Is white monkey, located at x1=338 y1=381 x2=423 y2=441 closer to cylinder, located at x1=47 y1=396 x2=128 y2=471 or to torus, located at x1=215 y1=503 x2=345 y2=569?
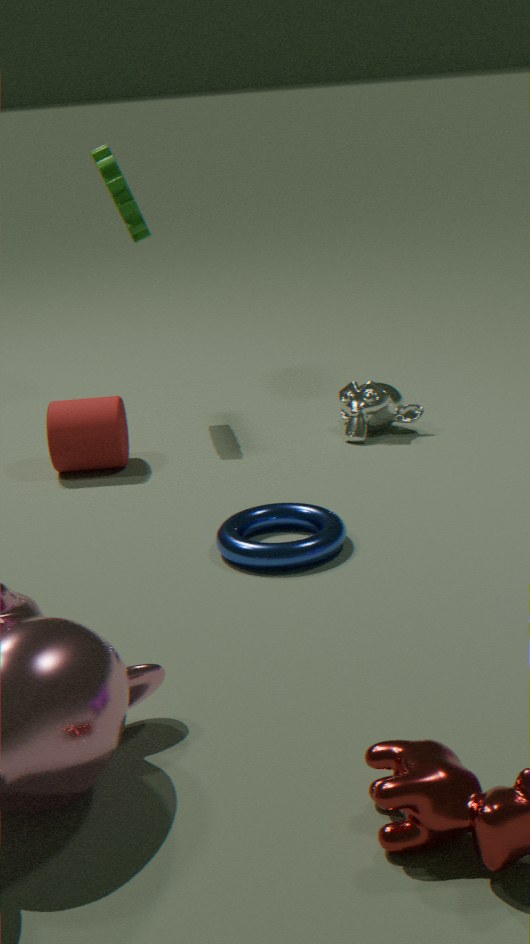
torus, located at x1=215 y1=503 x2=345 y2=569
